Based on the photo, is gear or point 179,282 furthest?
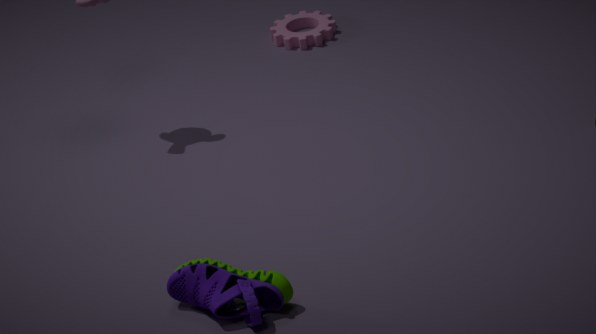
point 179,282
